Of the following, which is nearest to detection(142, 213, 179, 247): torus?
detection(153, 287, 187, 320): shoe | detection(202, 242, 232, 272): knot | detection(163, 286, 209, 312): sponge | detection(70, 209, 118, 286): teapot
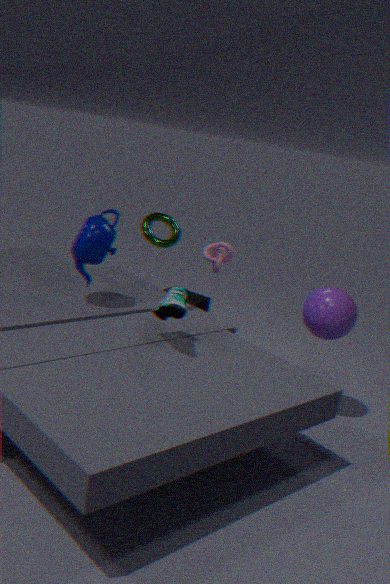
detection(70, 209, 118, 286): teapot
